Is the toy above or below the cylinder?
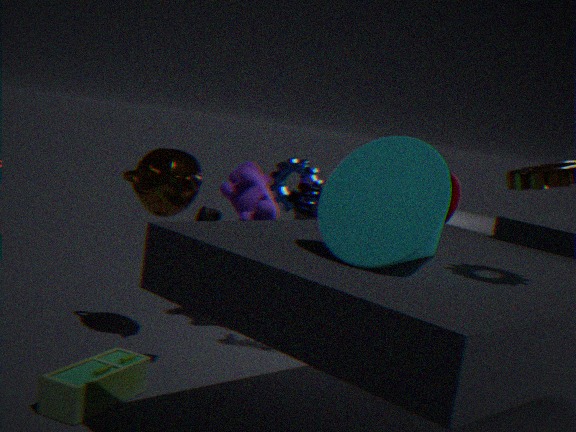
below
